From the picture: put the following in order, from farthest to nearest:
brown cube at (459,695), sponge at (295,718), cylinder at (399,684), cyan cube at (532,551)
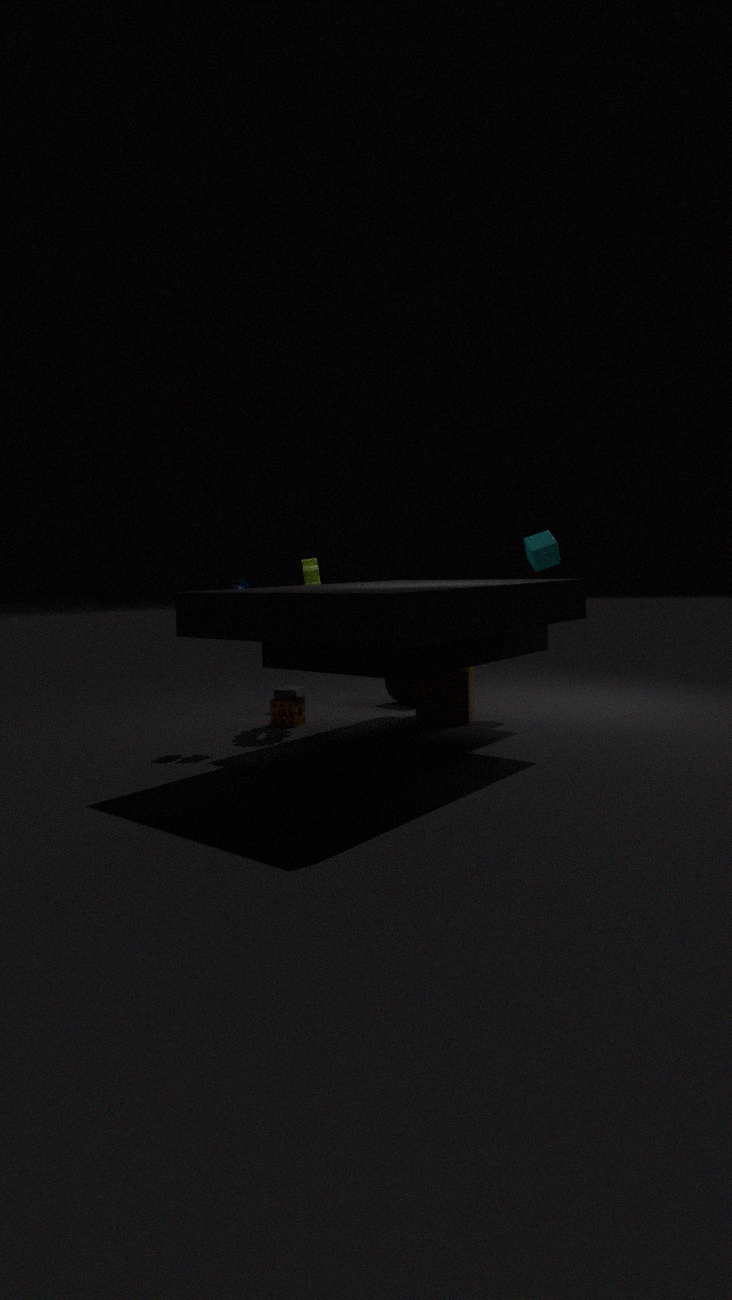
cylinder at (399,684), cyan cube at (532,551), sponge at (295,718), brown cube at (459,695)
